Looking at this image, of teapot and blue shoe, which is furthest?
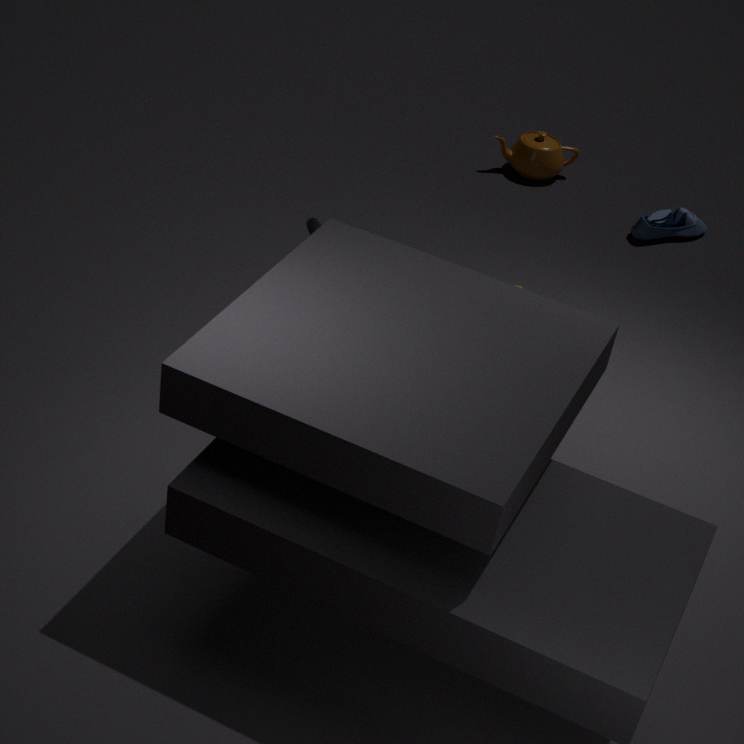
teapot
